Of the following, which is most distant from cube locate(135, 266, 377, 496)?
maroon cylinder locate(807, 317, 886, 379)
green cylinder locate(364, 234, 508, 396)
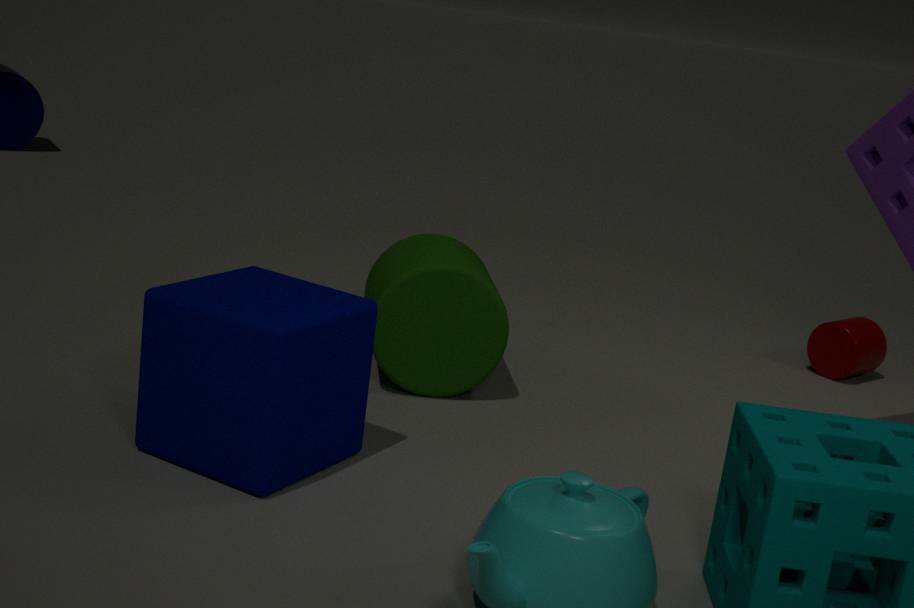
maroon cylinder locate(807, 317, 886, 379)
